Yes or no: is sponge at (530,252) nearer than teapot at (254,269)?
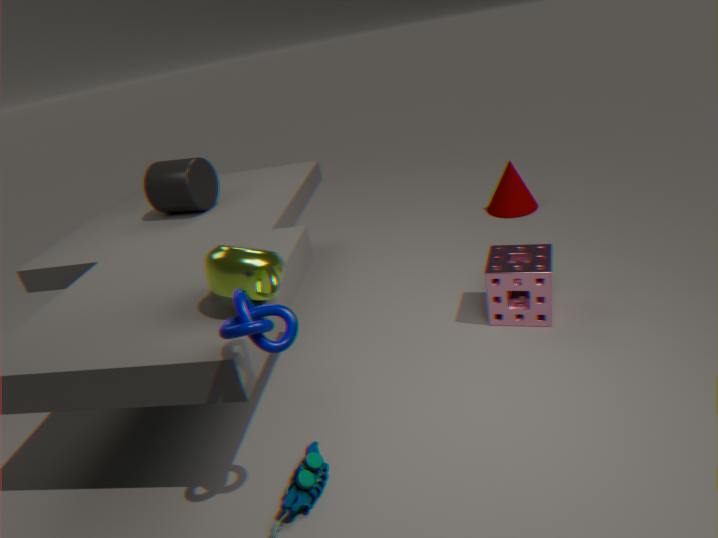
No
